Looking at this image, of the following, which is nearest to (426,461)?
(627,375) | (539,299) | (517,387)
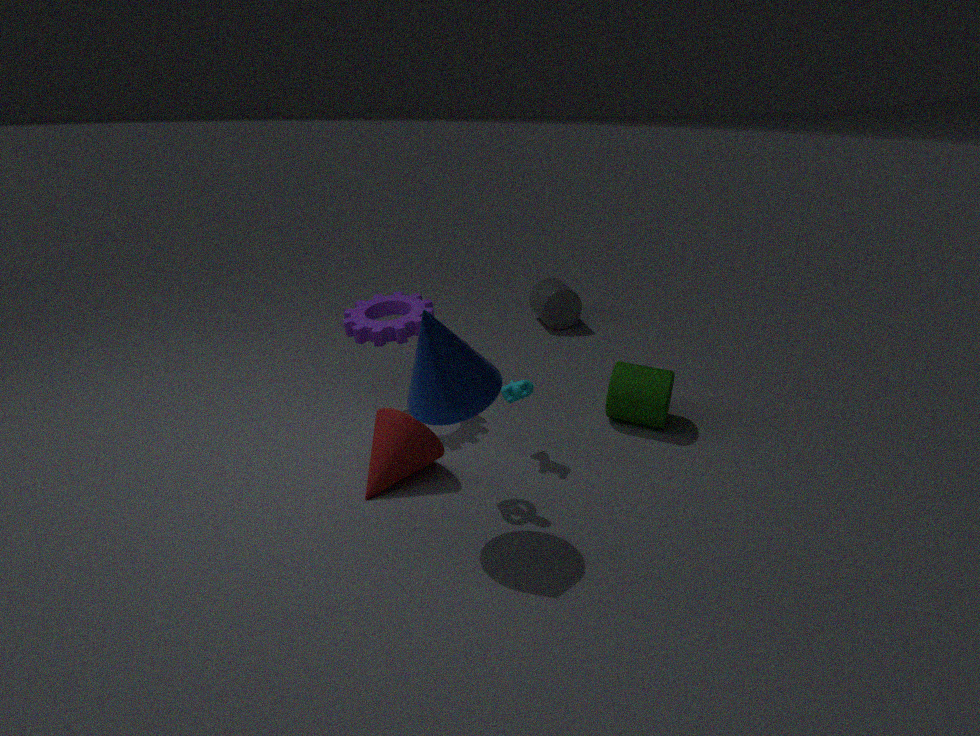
(517,387)
